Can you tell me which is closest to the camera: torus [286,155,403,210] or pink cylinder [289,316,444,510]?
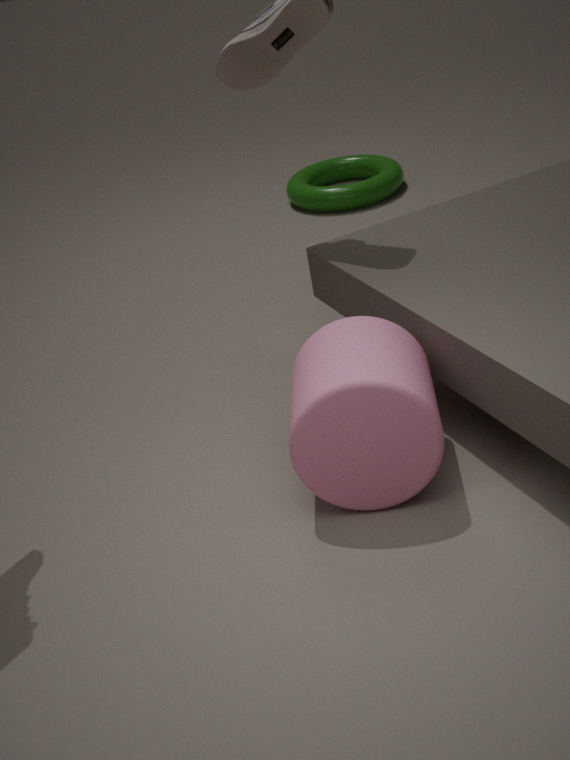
pink cylinder [289,316,444,510]
